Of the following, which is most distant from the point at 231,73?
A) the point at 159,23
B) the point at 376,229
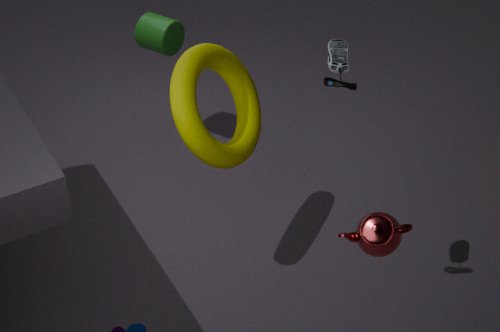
the point at 376,229
